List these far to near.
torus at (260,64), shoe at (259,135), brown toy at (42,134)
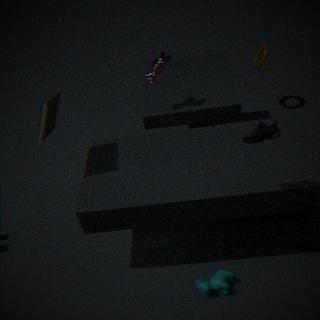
torus at (260,64) → brown toy at (42,134) → shoe at (259,135)
